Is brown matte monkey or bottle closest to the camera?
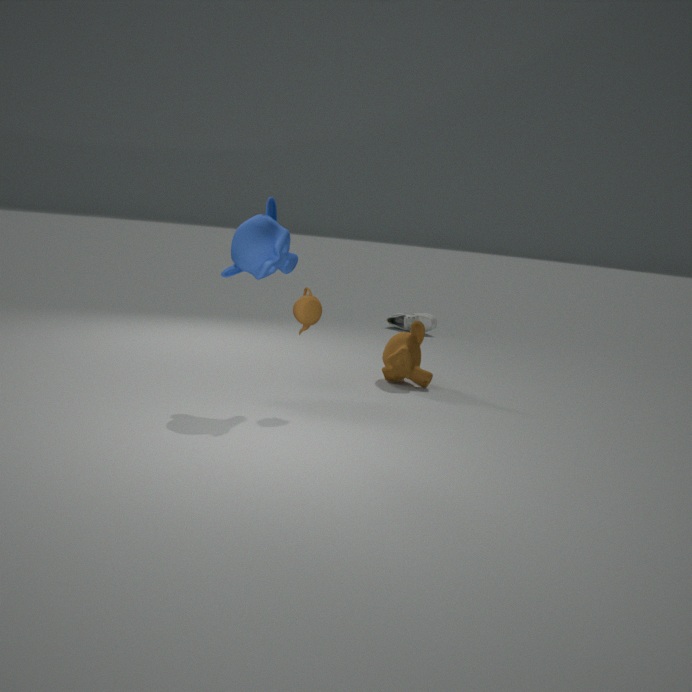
brown matte monkey
